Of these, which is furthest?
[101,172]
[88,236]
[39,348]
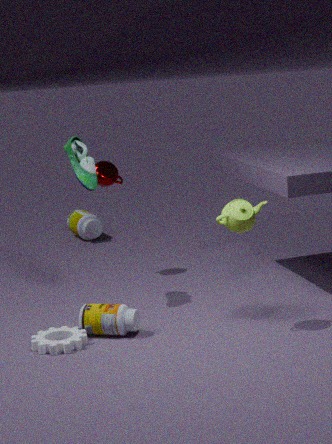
[88,236]
